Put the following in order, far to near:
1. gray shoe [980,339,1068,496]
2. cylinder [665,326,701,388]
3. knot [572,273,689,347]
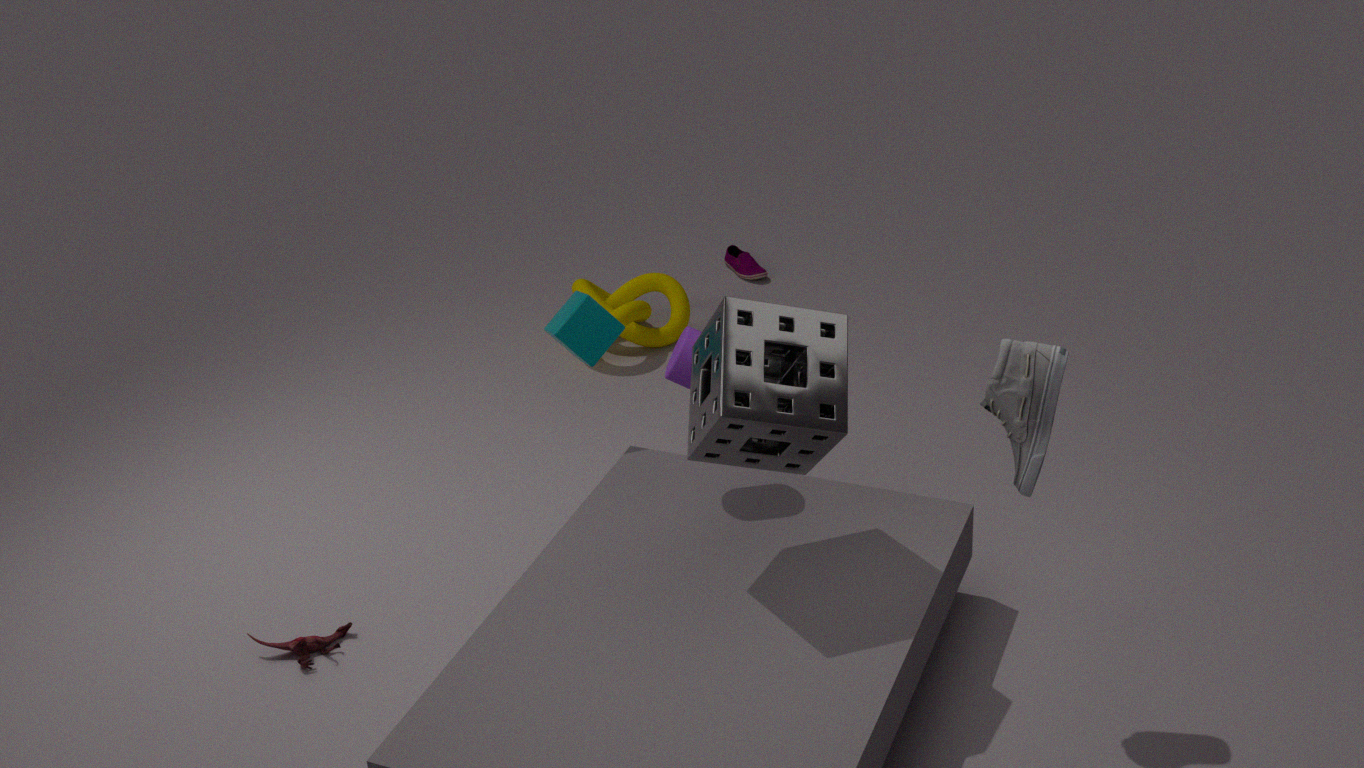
1. knot [572,273,689,347]
2. cylinder [665,326,701,388]
3. gray shoe [980,339,1068,496]
